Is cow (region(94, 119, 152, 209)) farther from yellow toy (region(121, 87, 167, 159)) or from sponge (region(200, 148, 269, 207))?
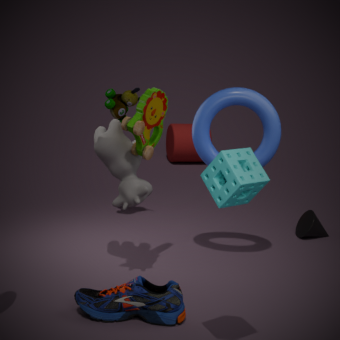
sponge (region(200, 148, 269, 207))
